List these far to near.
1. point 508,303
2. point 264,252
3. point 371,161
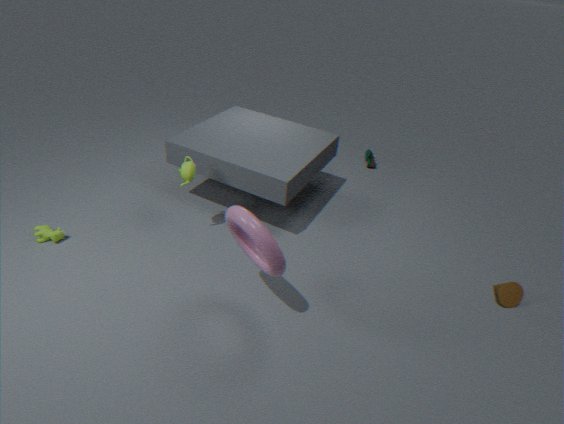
1. point 371,161
2. point 508,303
3. point 264,252
